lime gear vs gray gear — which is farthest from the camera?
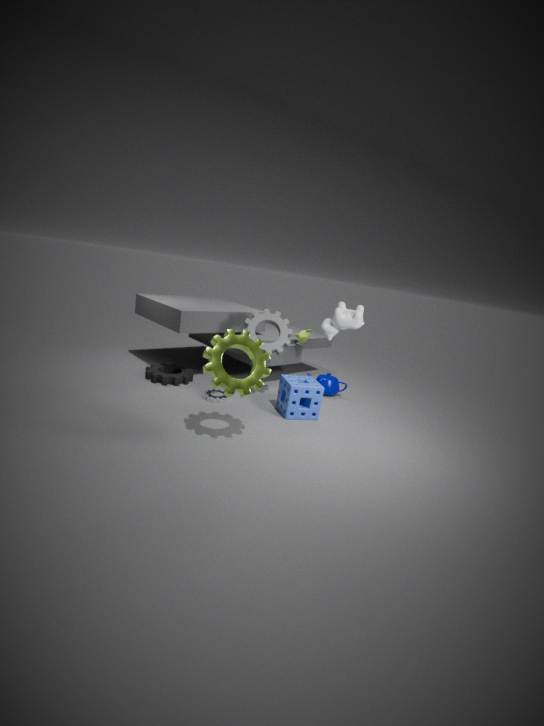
gray gear
